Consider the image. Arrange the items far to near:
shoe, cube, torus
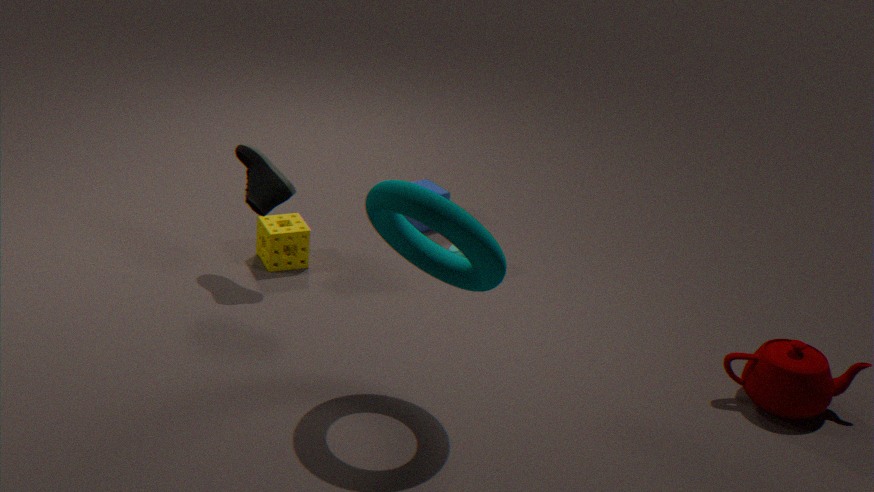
cube
shoe
torus
